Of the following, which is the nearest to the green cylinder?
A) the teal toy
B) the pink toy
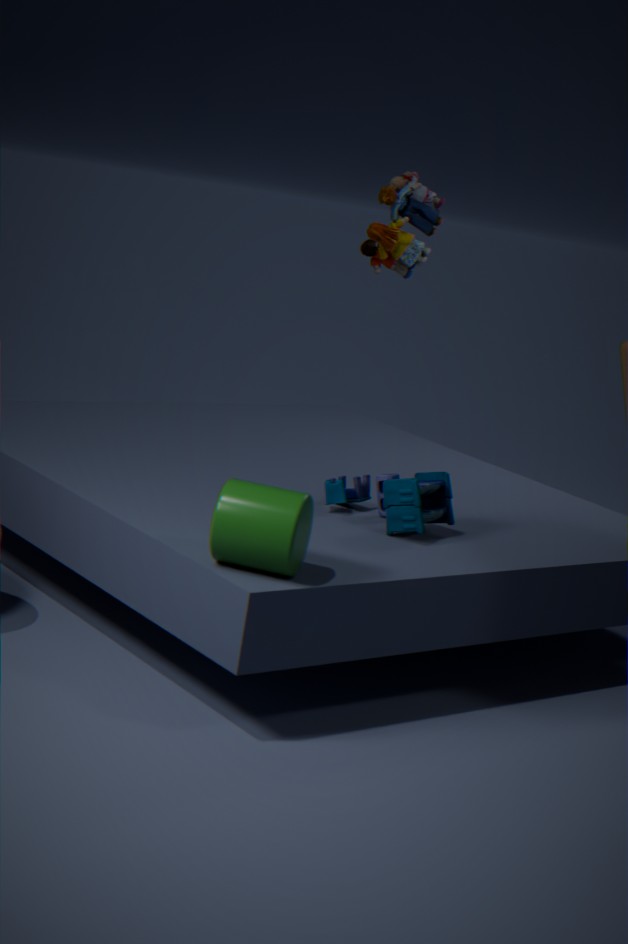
the teal toy
